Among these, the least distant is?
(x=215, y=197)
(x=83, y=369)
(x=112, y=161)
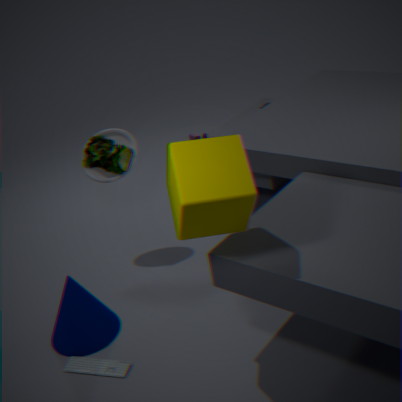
(x=215, y=197)
